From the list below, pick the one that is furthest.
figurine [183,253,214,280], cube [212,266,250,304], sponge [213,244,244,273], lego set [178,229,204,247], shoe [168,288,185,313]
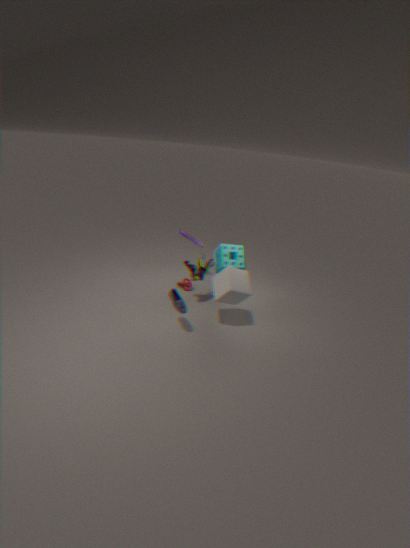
lego set [178,229,204,247]
